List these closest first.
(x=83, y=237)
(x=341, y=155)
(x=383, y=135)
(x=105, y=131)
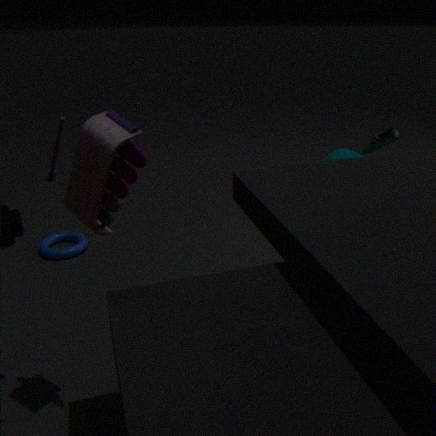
(x=105, y=131), (x=83, y=237), (x=383, y=135), (x=341, y=155)
